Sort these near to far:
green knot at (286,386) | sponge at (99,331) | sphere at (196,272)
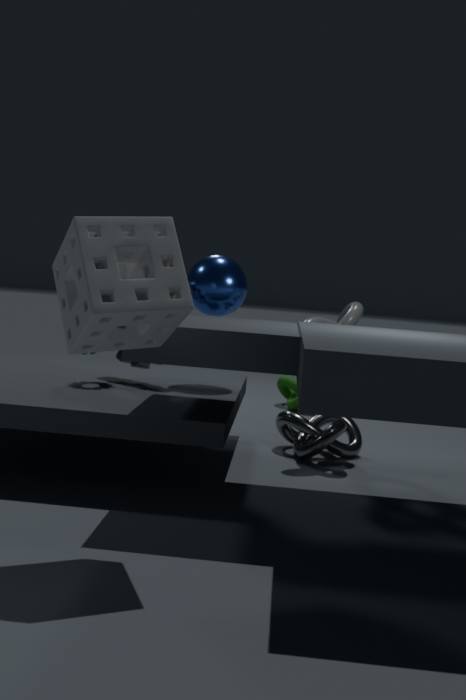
sponge at (99,331)
sphere at (196,272)
green knot at (286,386)
